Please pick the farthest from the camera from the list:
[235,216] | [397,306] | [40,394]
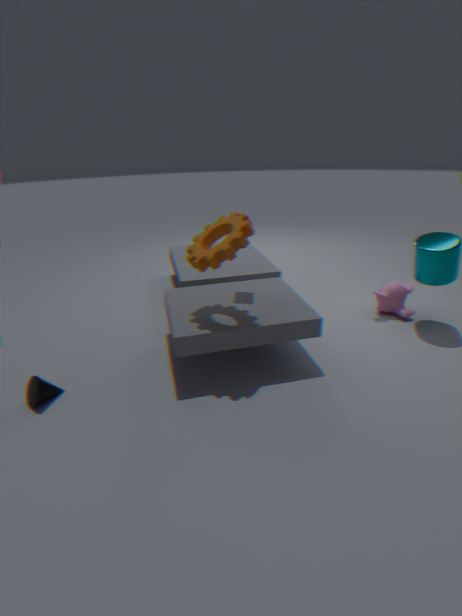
[397,306]
